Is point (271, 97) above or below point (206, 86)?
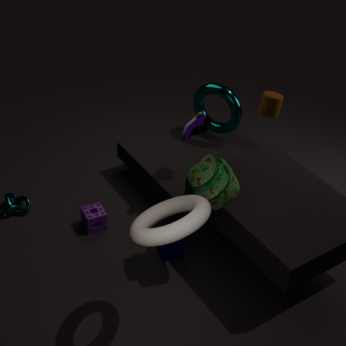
above
